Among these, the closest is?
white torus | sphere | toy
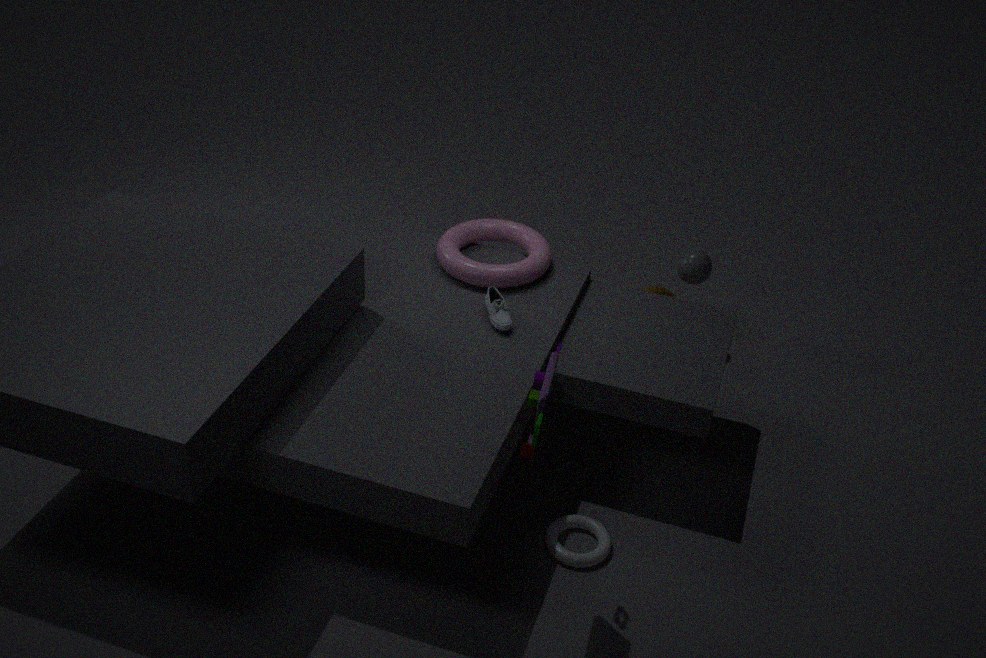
toy
